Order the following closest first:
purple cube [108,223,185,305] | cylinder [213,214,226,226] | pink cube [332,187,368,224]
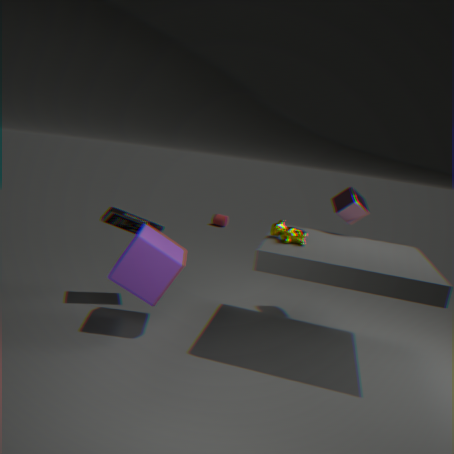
purple cube [108,223,185,305], pink cube [332,187,368,224], cylinder [213,214,226,226]
